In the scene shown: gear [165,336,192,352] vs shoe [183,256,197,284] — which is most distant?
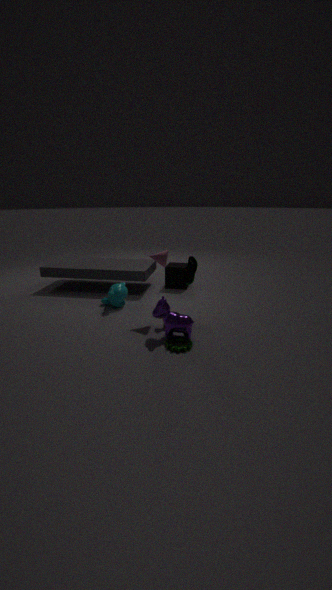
shoe [183,256,197,284]
